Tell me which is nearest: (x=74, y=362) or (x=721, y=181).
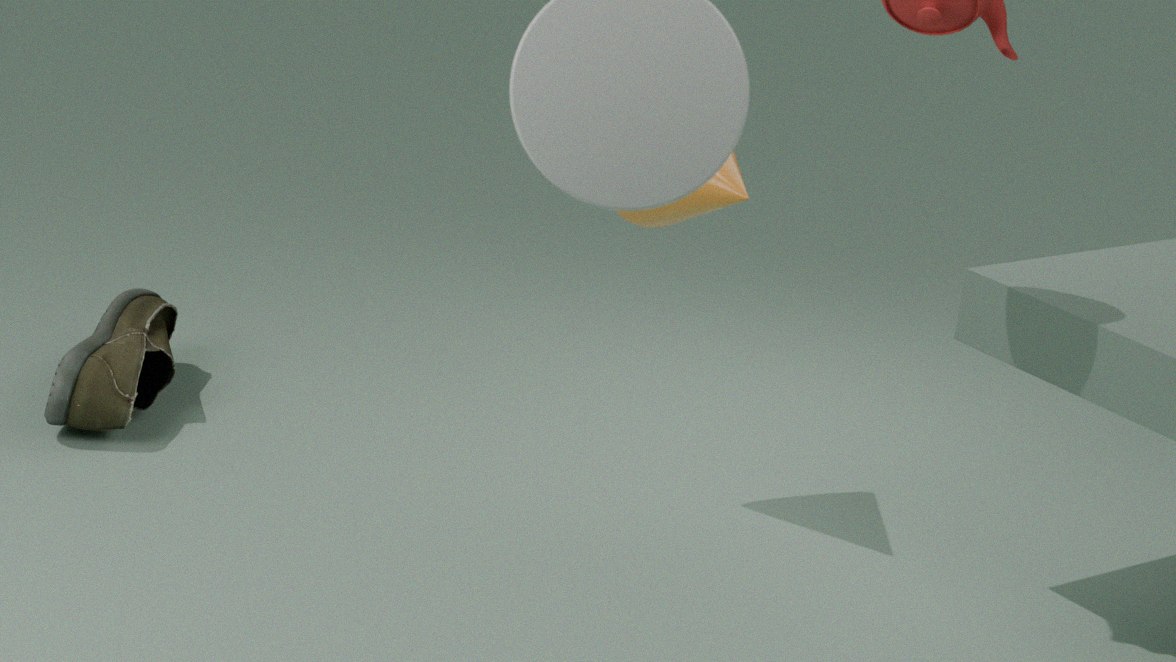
(x=721, y=181)
